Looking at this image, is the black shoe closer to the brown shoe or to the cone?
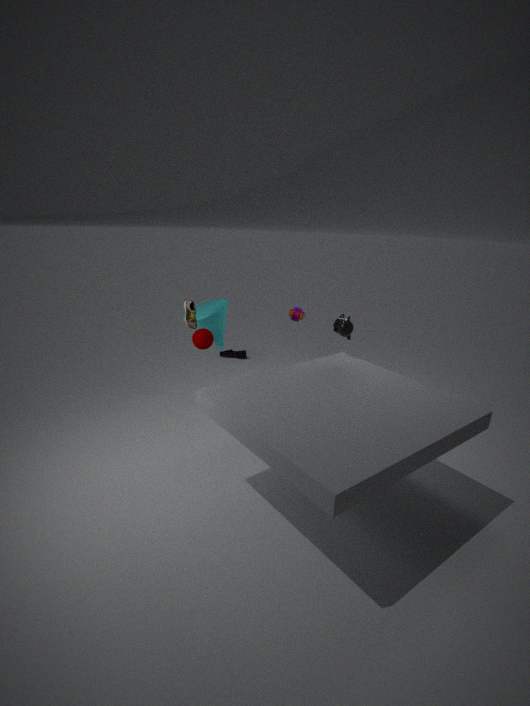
the cone
